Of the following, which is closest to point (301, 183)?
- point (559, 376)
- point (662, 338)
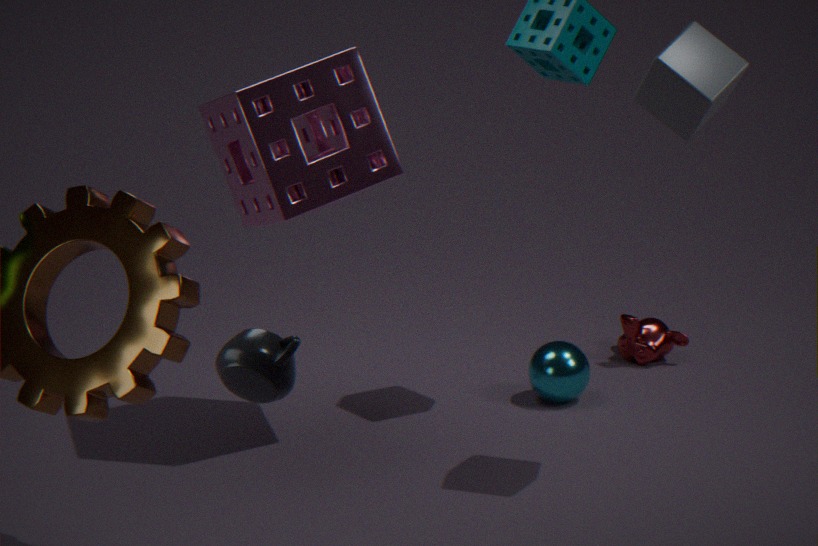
point (559, 376)
